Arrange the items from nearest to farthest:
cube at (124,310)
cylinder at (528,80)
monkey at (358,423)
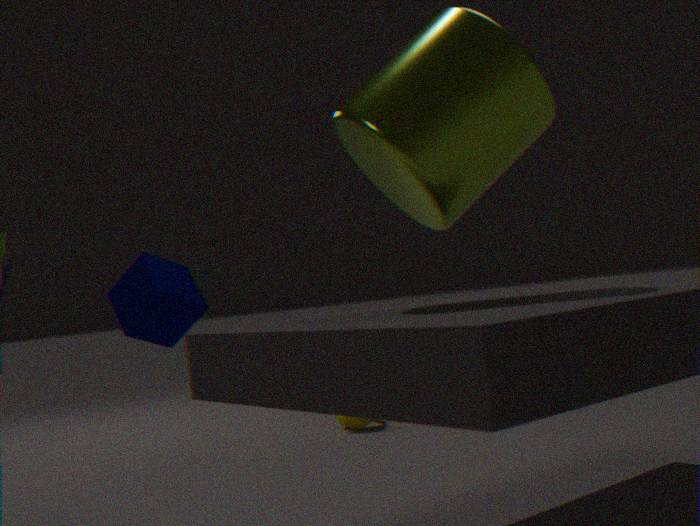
cylinder at (528,80) → cube at (124,310) → monkey at (358,423)
